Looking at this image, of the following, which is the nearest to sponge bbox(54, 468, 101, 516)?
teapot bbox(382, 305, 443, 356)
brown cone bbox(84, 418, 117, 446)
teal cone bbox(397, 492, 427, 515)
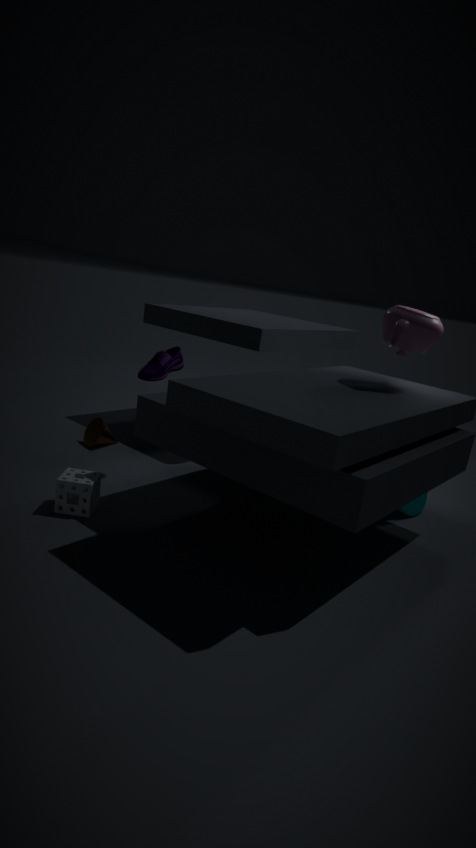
brown cone bbox(84, 418, 117, 446)
